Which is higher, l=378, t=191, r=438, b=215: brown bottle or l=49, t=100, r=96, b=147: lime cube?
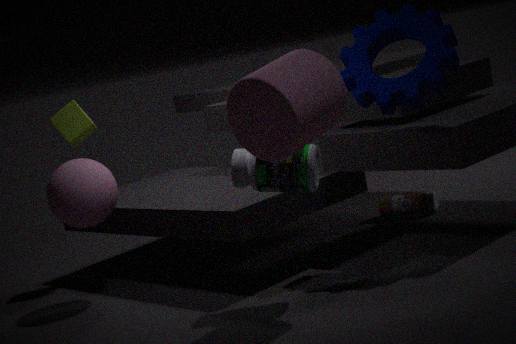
l=49, t=100, r=96, b=147: lime cube
